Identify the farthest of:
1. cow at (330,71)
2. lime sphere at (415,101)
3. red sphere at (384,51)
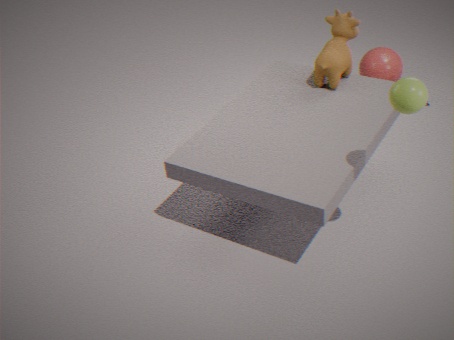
red sphere at (384,51)
